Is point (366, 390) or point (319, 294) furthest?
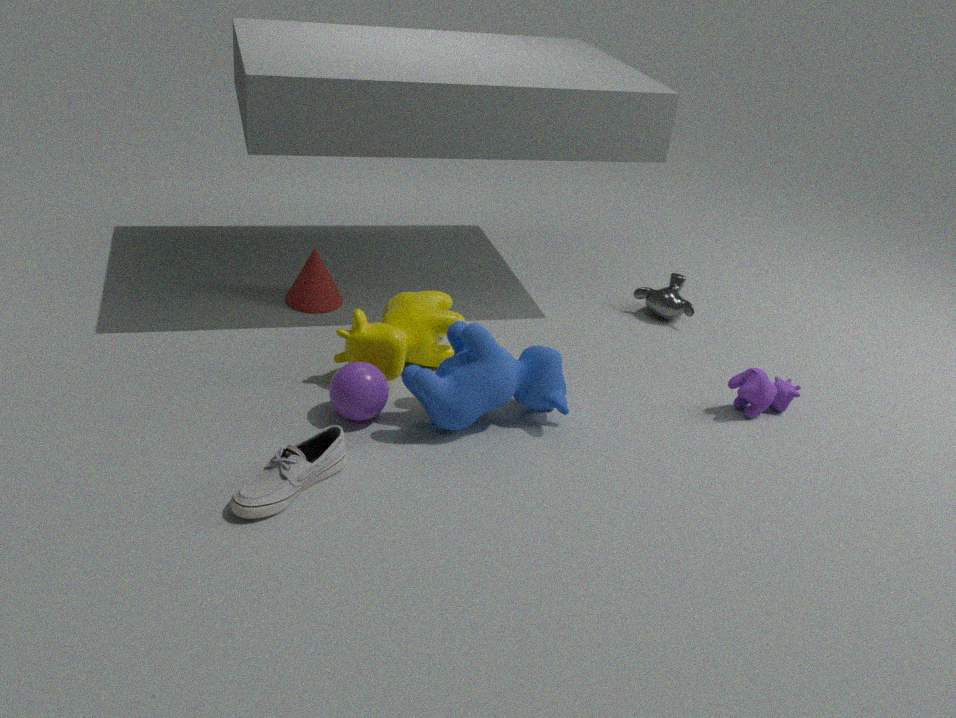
point (319, 294)
